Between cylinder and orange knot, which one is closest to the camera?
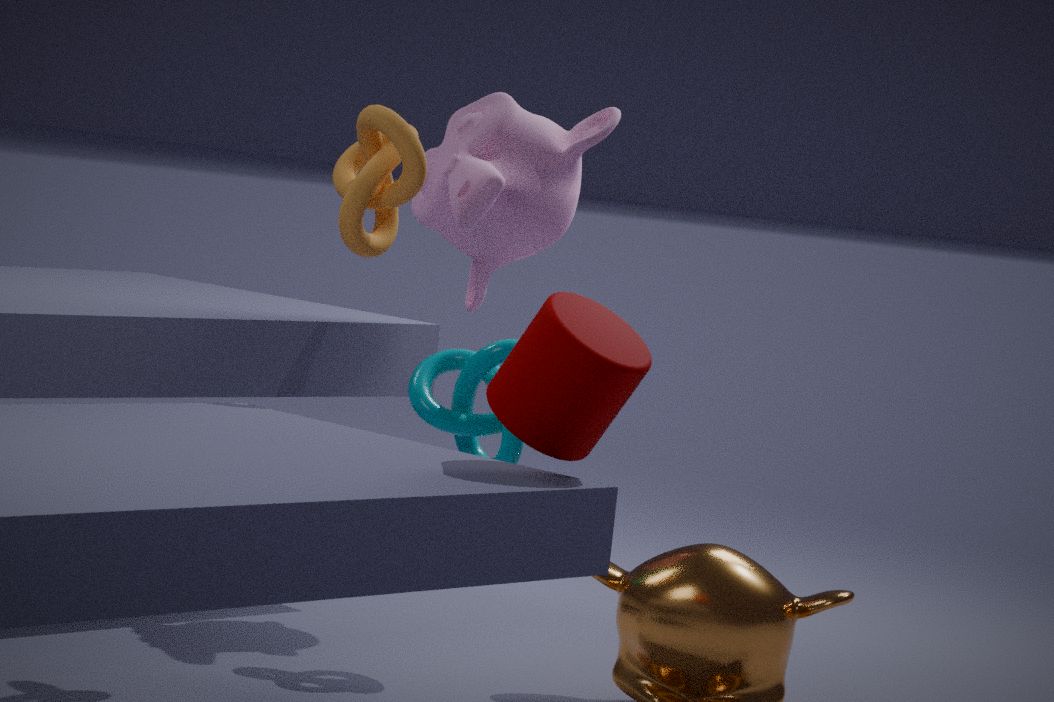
cylinder
